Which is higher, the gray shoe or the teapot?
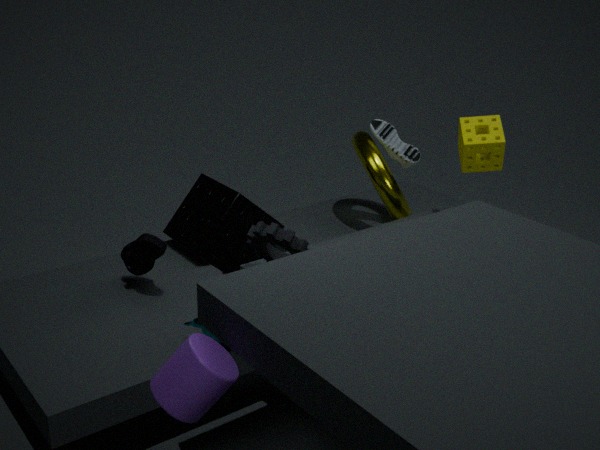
the gray shoe
